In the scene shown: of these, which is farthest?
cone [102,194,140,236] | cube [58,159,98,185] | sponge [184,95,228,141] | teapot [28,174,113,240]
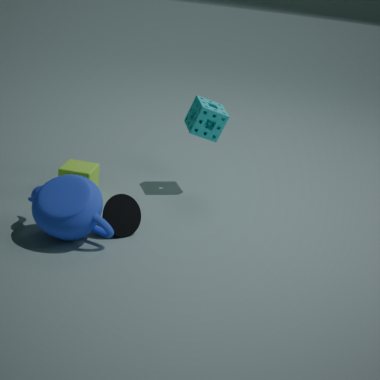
sponge [184,95,228,141]
